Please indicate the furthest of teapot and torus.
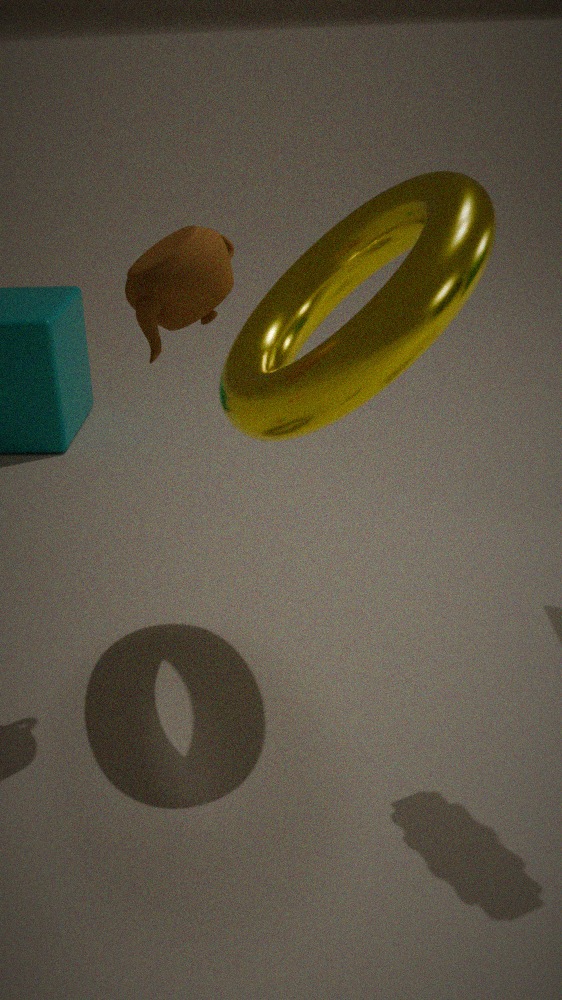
teapot
